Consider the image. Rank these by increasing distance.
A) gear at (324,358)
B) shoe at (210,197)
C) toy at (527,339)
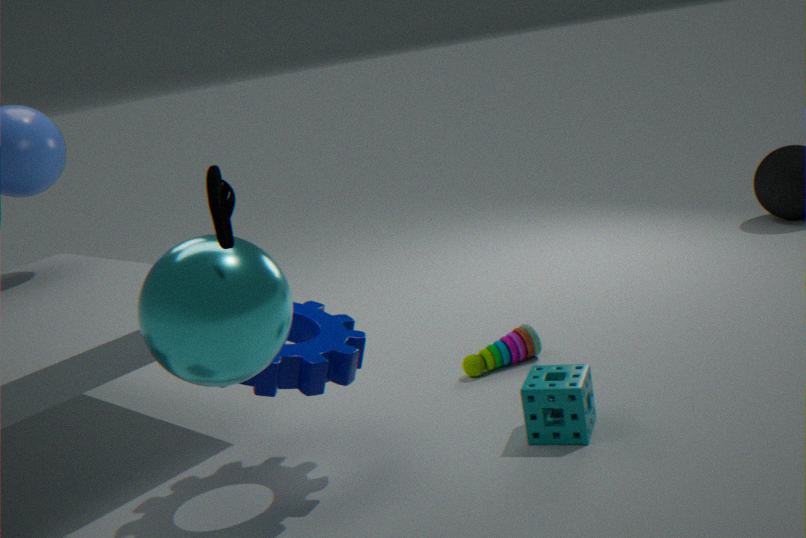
shoe at (210,197)
gear at (324,358)
toy at (527,339)
